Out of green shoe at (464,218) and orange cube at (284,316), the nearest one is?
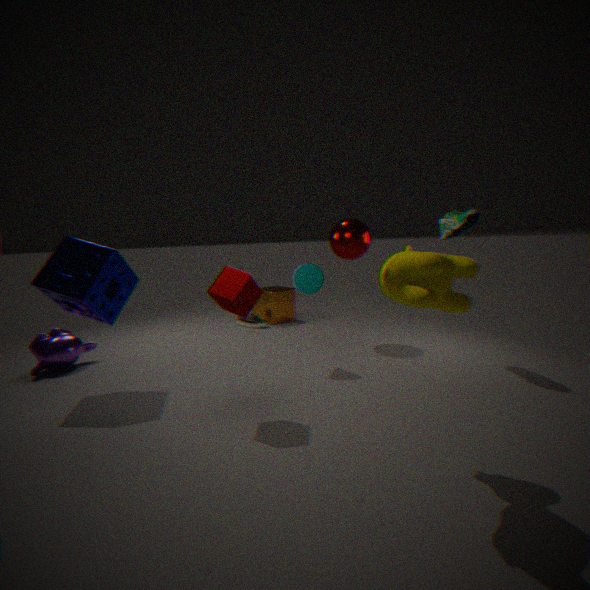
green shoe at (464,218)
